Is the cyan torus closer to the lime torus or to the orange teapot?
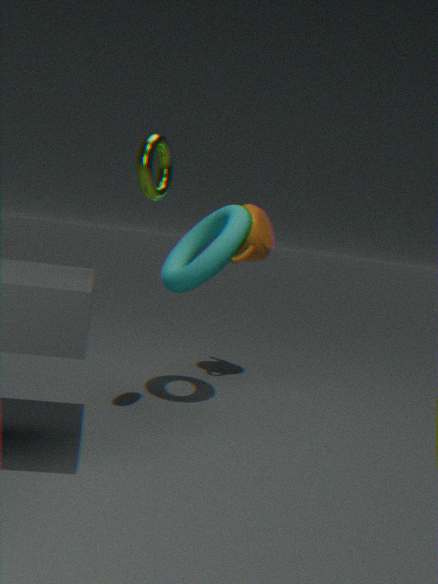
the orange teapot
